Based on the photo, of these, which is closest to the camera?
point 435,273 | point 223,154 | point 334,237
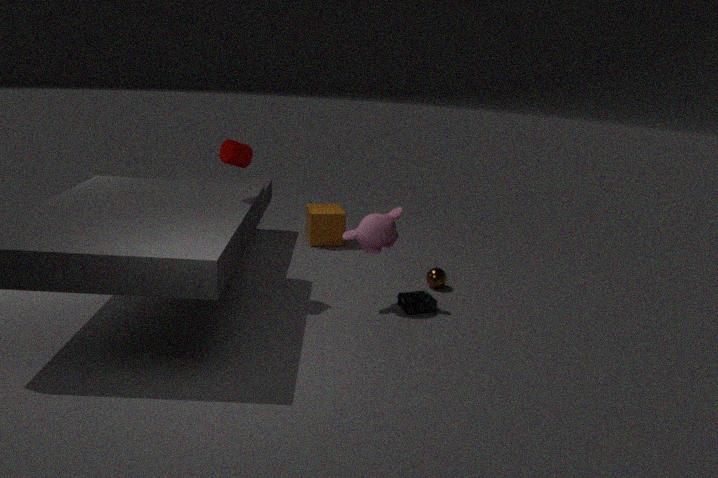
point 223,154
